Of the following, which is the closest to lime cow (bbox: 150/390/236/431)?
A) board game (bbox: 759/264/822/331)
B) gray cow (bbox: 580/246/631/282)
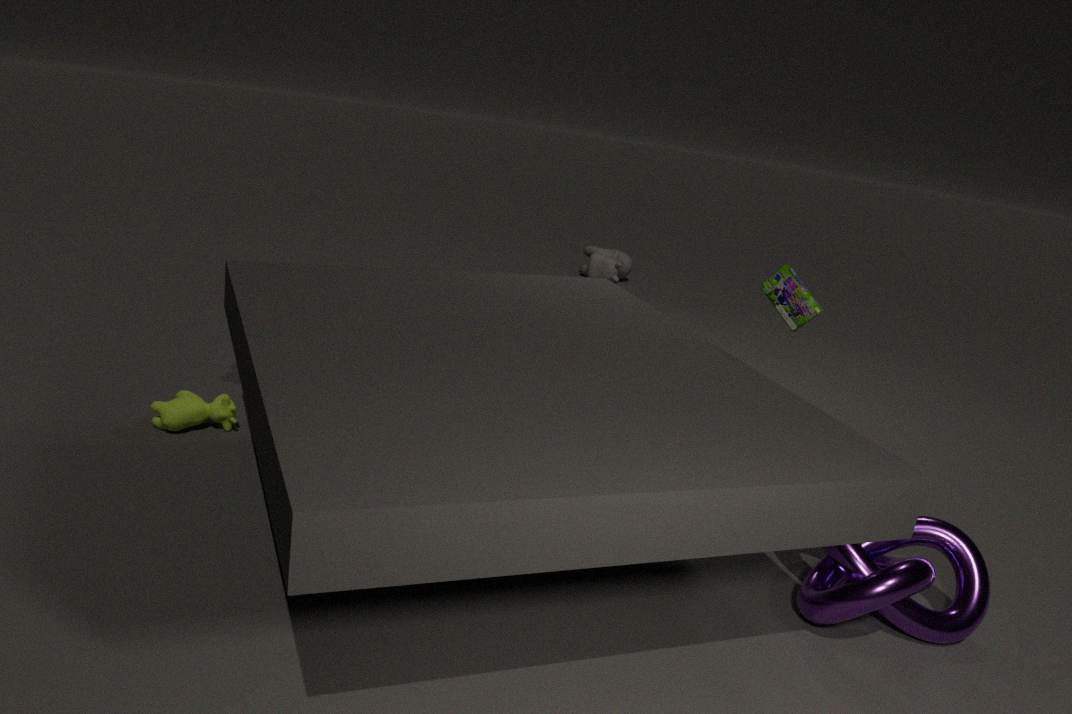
board game (bbox: 759/264/822/331)
